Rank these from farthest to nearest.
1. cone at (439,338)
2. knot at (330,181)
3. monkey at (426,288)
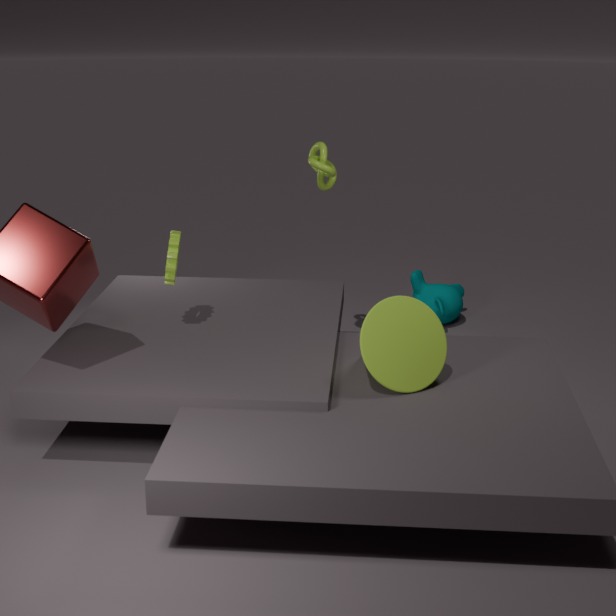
monkey at (426,288)
knot at (330,181)
cone at (439,338)
